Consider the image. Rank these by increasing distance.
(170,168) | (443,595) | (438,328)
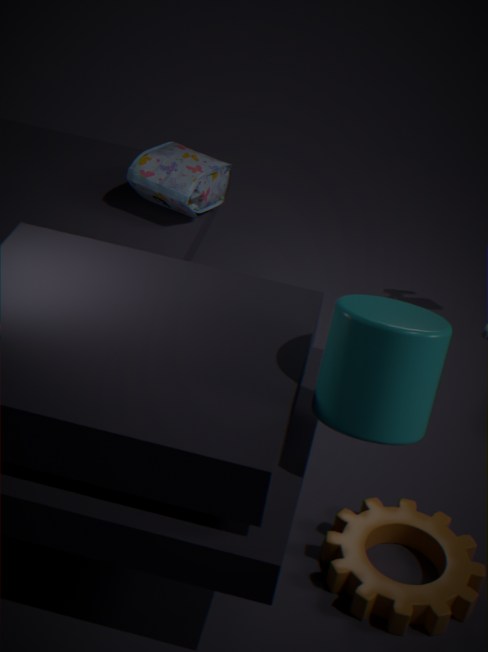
(438,328)
(443,595)
(170,168)
